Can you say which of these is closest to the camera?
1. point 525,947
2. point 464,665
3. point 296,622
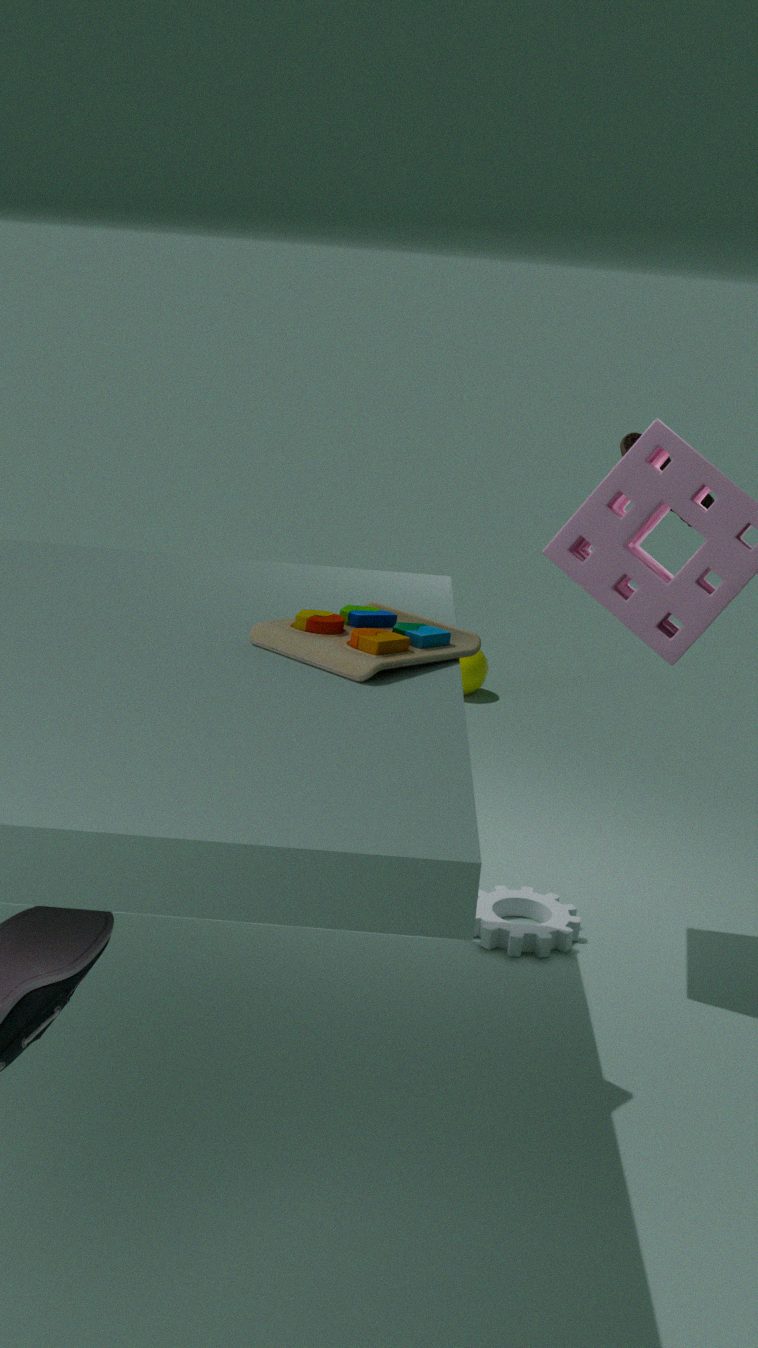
point 296,622
